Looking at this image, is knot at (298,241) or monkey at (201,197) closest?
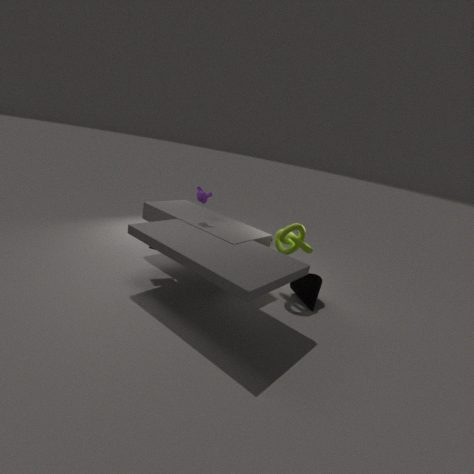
knot at (298,241)
